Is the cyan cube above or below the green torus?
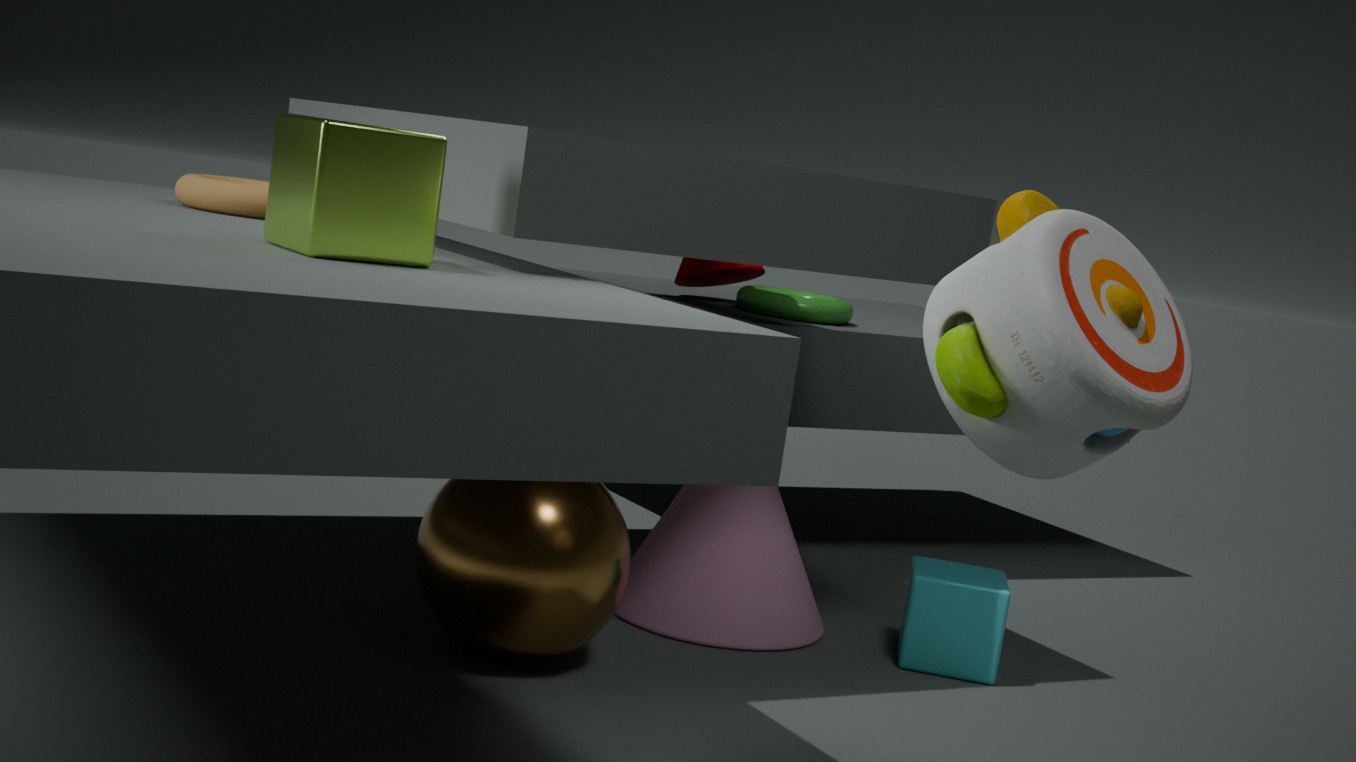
below
